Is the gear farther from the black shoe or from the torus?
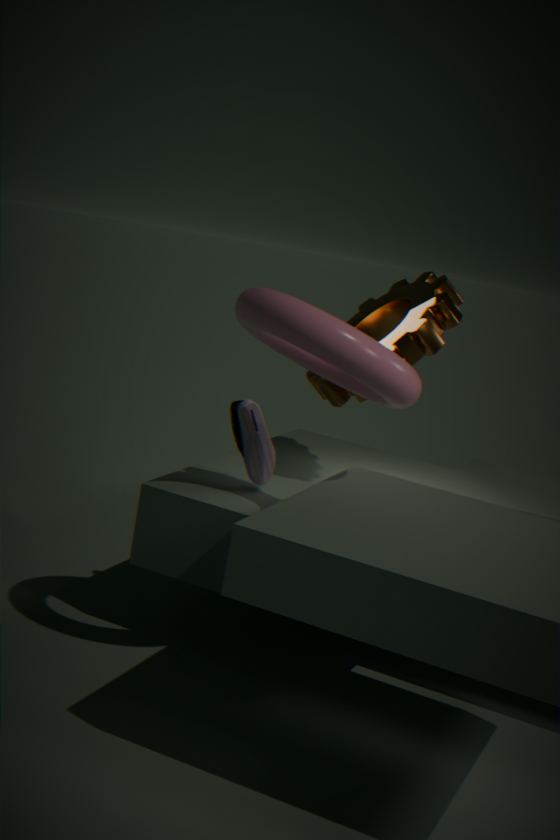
the black shoe
